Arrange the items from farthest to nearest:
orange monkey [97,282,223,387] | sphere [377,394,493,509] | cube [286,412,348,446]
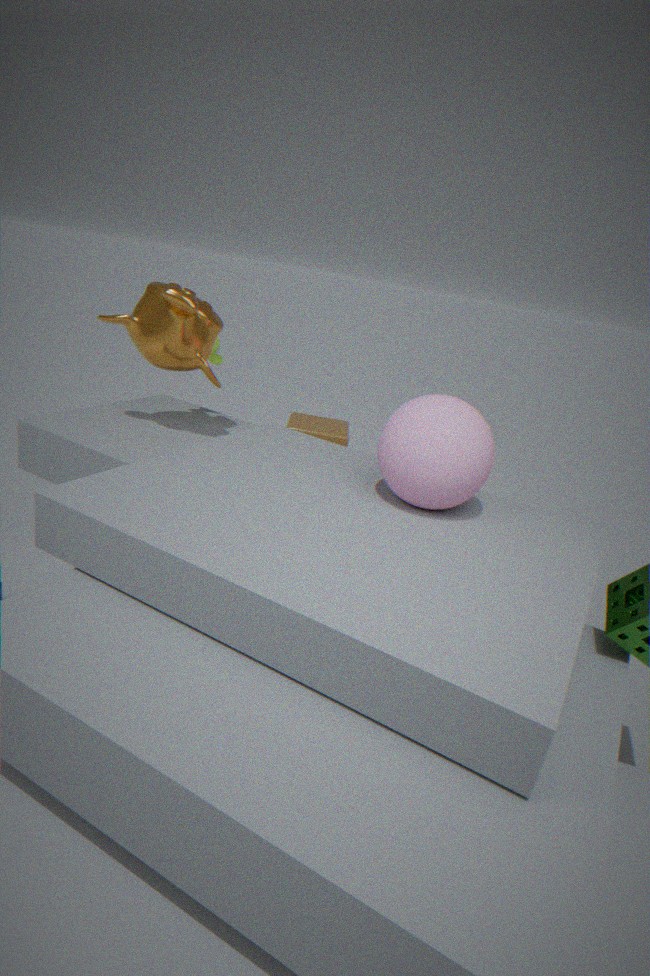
cube [286,412,348,446], orange monkey [97,282,223,387], sphere [377,394,493,509]
